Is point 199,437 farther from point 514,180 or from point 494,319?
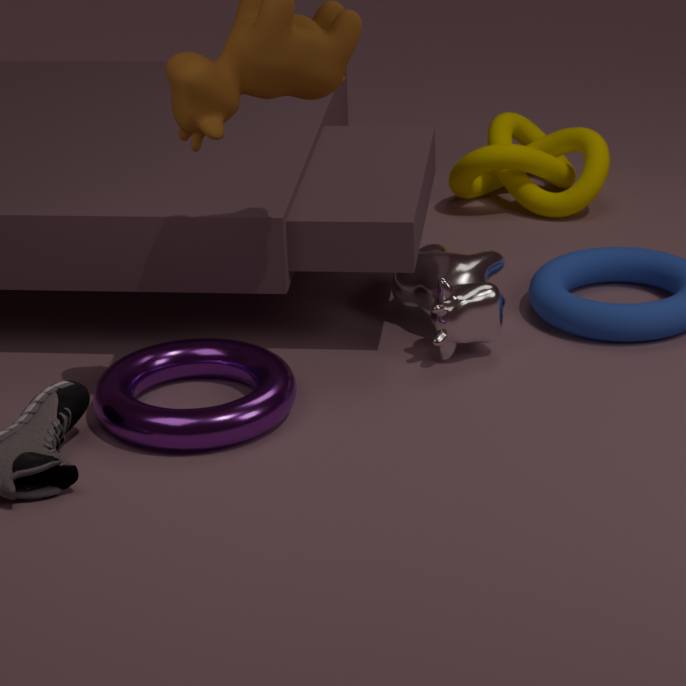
point 514,180
